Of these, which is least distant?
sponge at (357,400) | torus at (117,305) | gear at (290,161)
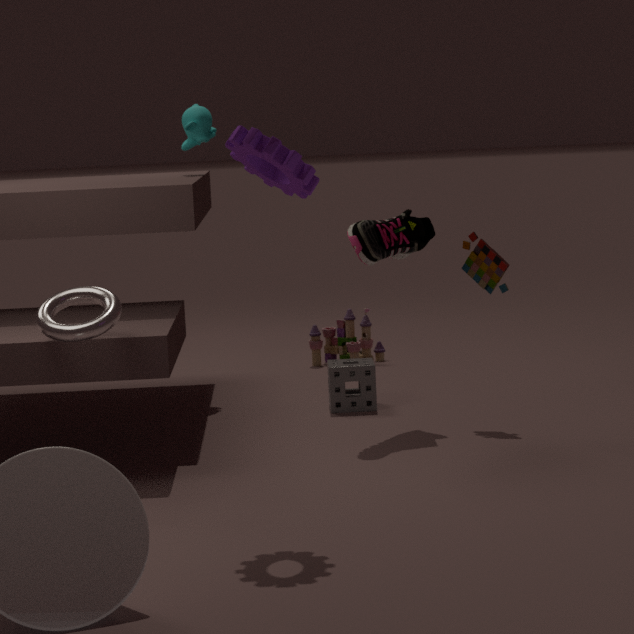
gear at (290,161)
